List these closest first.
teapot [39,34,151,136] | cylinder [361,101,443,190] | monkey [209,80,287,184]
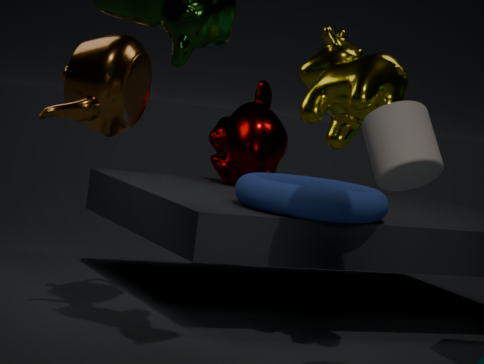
cylinder [361,101,443,190], teapot [39,34,151,136], monkey [209,80,287,184]
